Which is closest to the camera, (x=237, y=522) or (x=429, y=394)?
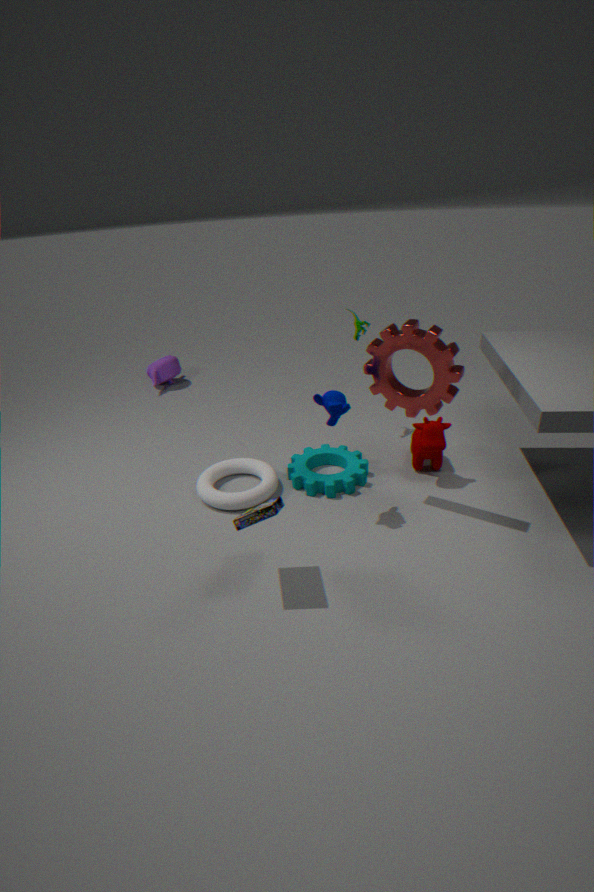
(x=237, y=522)
